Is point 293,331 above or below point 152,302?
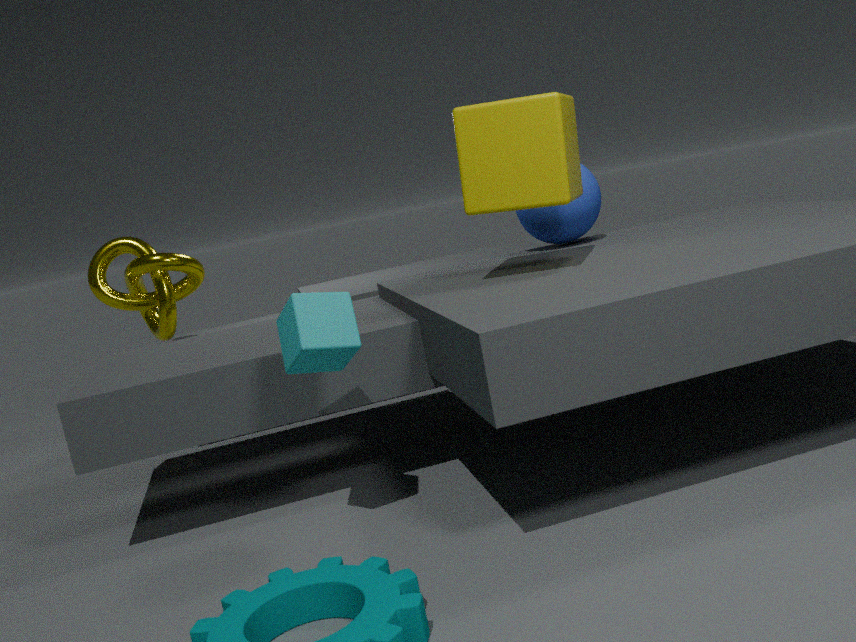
below
